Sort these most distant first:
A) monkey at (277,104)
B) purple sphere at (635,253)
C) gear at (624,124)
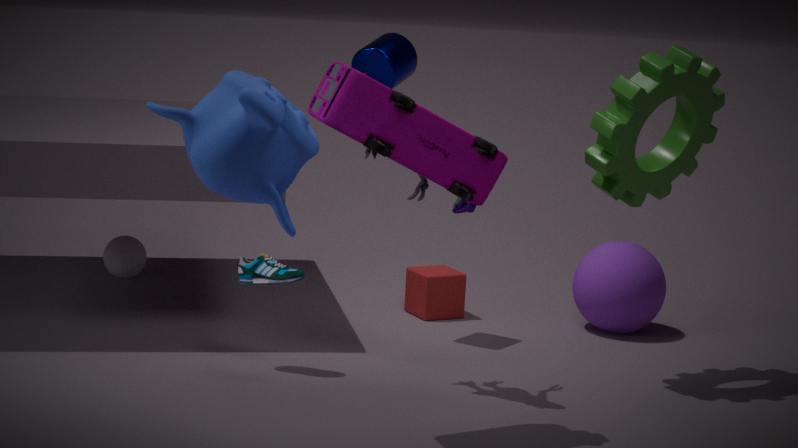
purple sphere at (635,253) < gear at (624,124) < monkey at (277,104)
